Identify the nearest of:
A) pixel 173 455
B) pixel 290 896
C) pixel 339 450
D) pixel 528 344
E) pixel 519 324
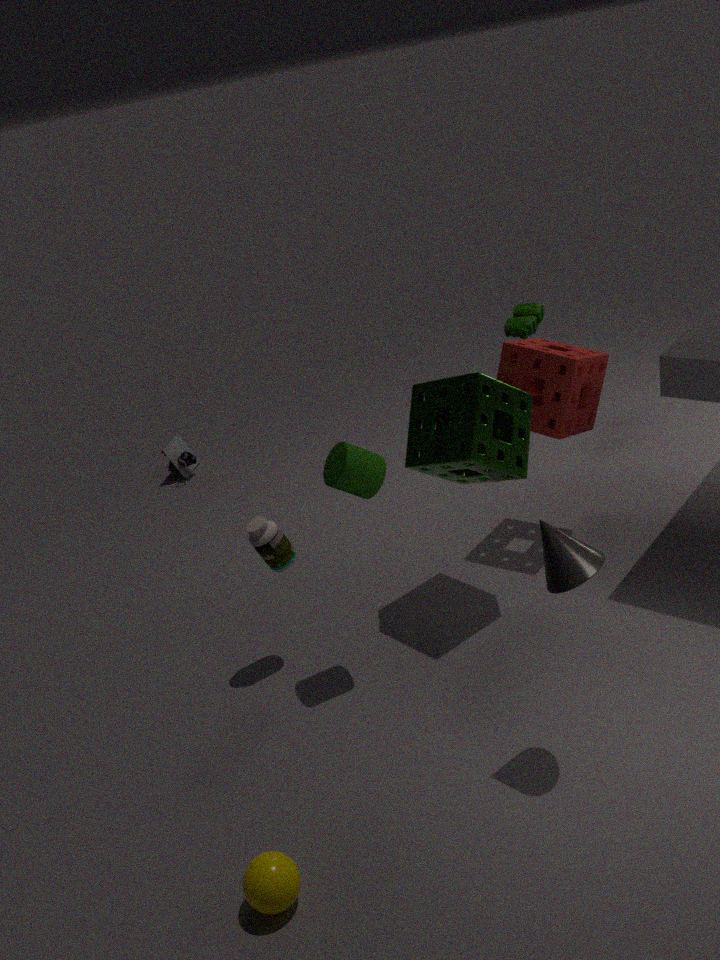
pixel 290 896
